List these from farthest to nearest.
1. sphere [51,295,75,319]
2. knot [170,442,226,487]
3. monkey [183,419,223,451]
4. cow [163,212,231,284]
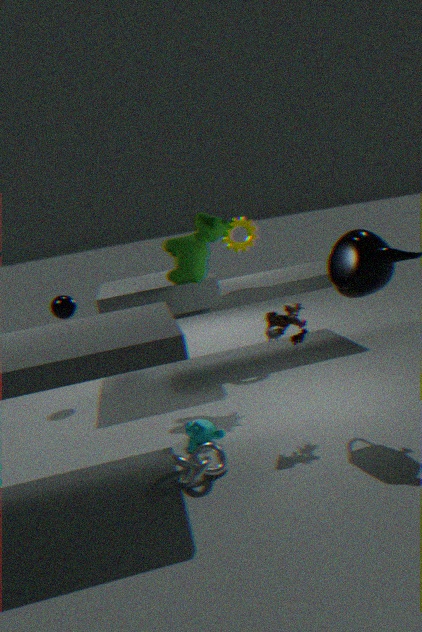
sphere [51,295,75,319] → cow [163,212,231,284] → monkey [183,419,223,451] → knot [170,442,226,487]
